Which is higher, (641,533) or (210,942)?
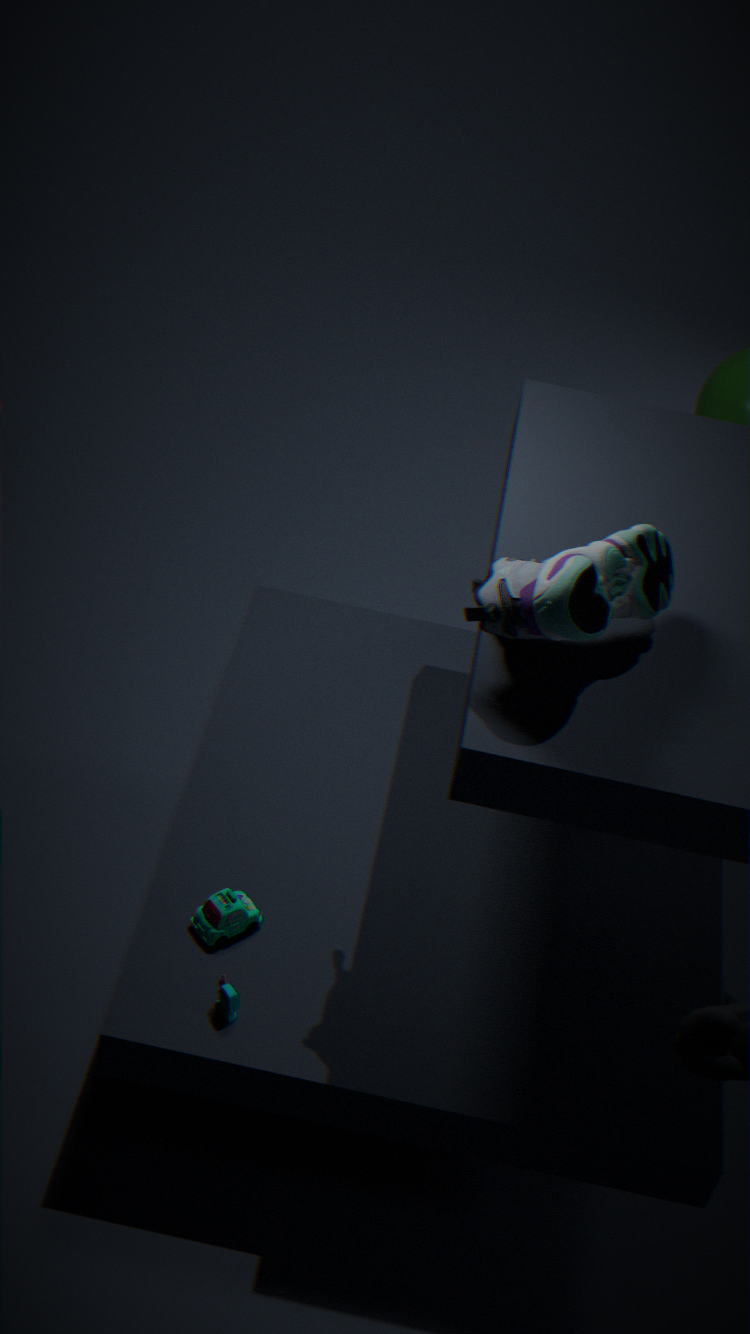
(641,533)
